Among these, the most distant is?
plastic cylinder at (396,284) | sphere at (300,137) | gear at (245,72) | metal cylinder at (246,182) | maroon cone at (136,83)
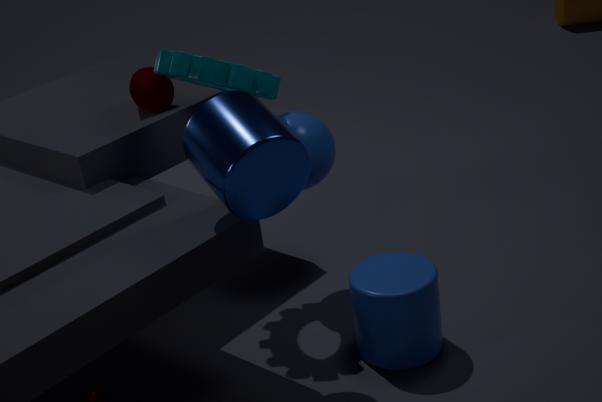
maroon cone at (136,83)
